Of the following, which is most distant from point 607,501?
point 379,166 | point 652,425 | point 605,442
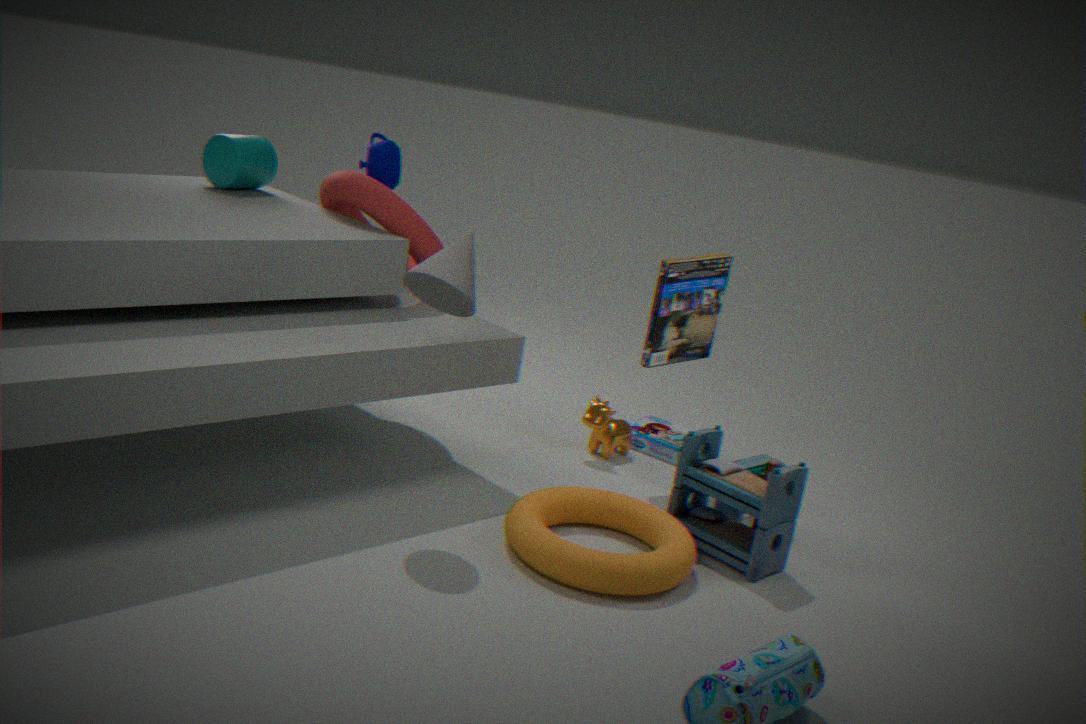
point 379,166
